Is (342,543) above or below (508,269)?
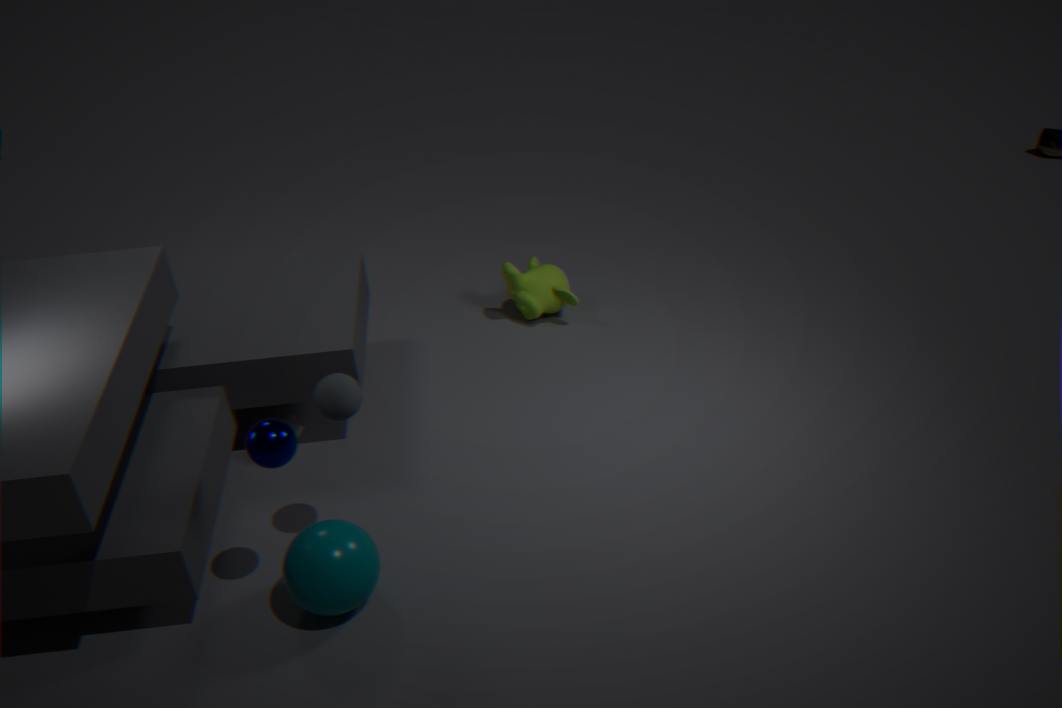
above
